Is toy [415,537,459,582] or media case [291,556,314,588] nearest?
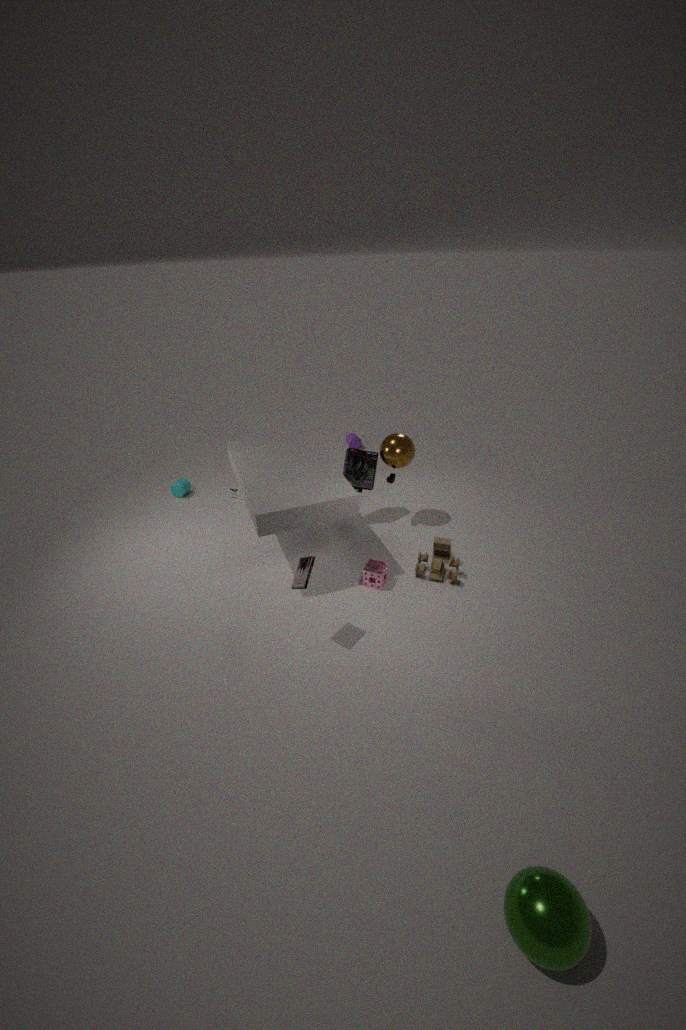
media case [291,556,314,588]
